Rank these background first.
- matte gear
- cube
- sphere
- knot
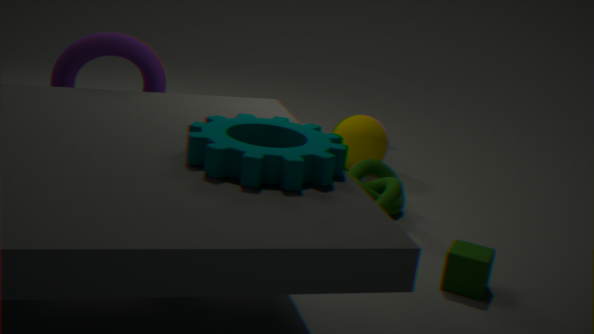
sphere
knot
cube
matte gear
